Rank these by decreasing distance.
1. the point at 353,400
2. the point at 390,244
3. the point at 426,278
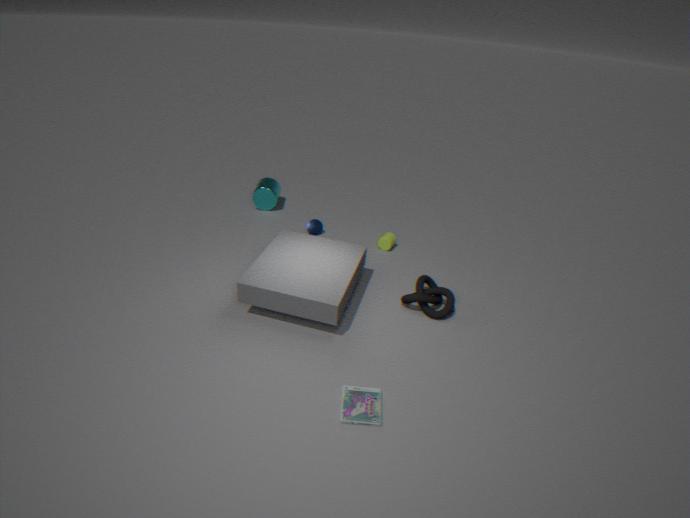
the point at 390,244
the point at 426,278
the point at 353,400
